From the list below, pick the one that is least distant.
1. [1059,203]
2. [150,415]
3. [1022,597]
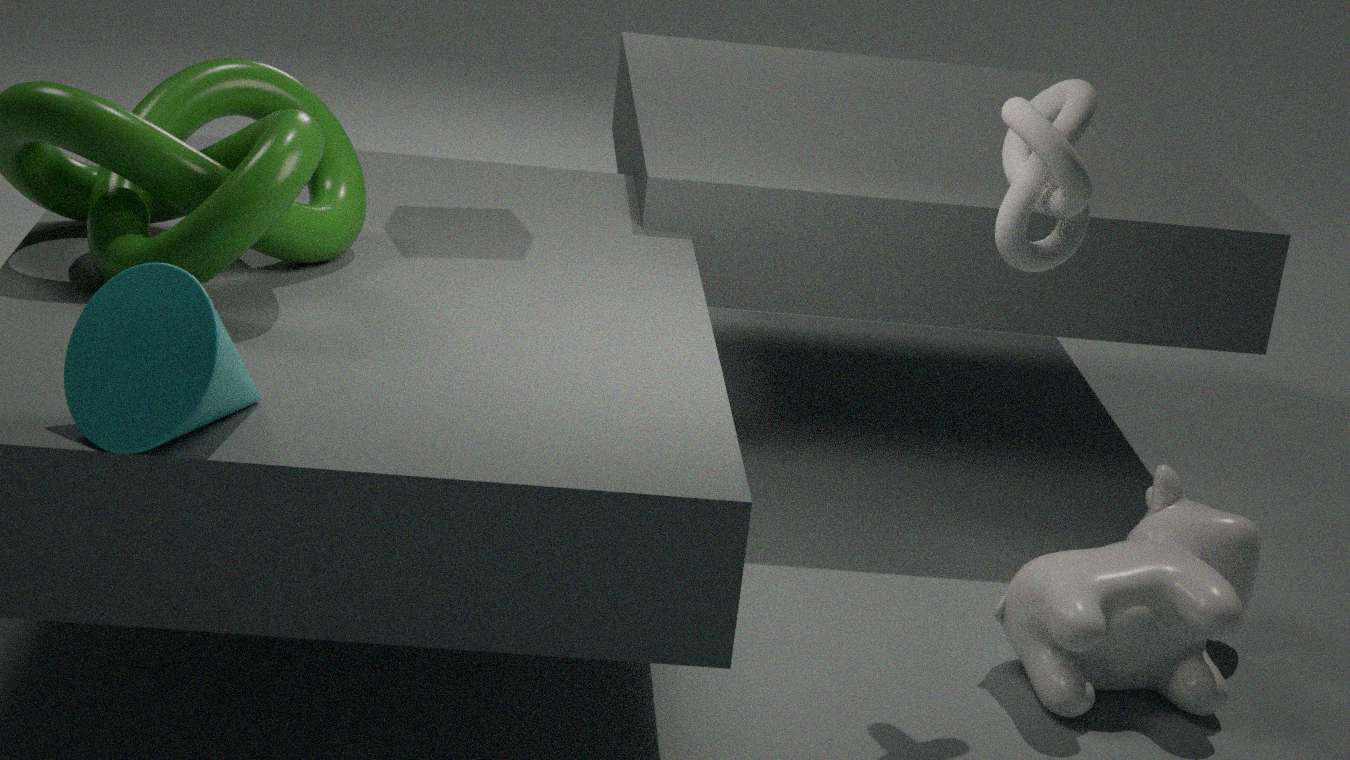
[150,415]
